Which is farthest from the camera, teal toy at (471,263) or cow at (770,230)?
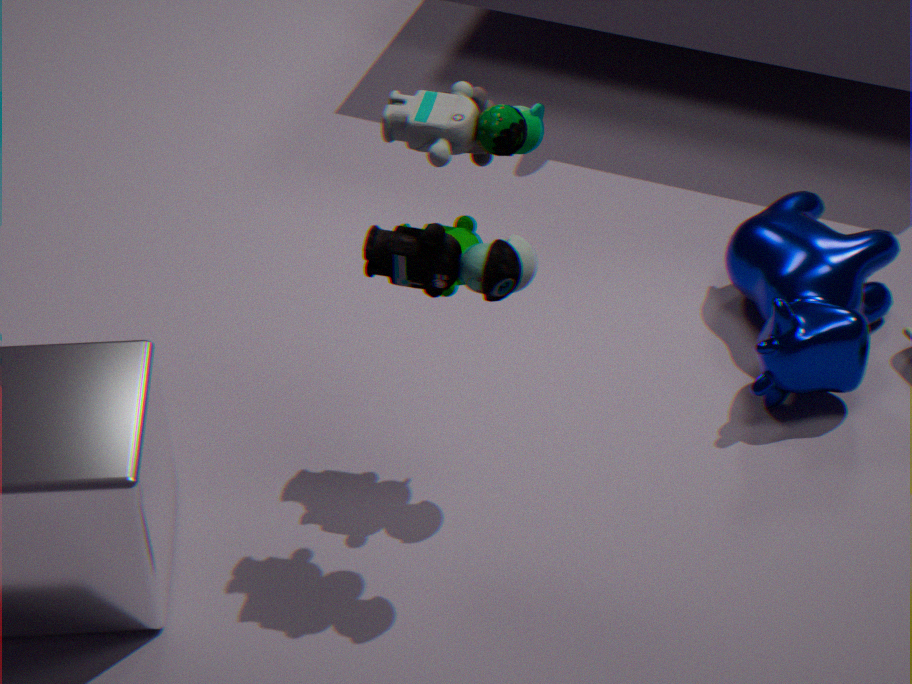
cow at (770,230)
